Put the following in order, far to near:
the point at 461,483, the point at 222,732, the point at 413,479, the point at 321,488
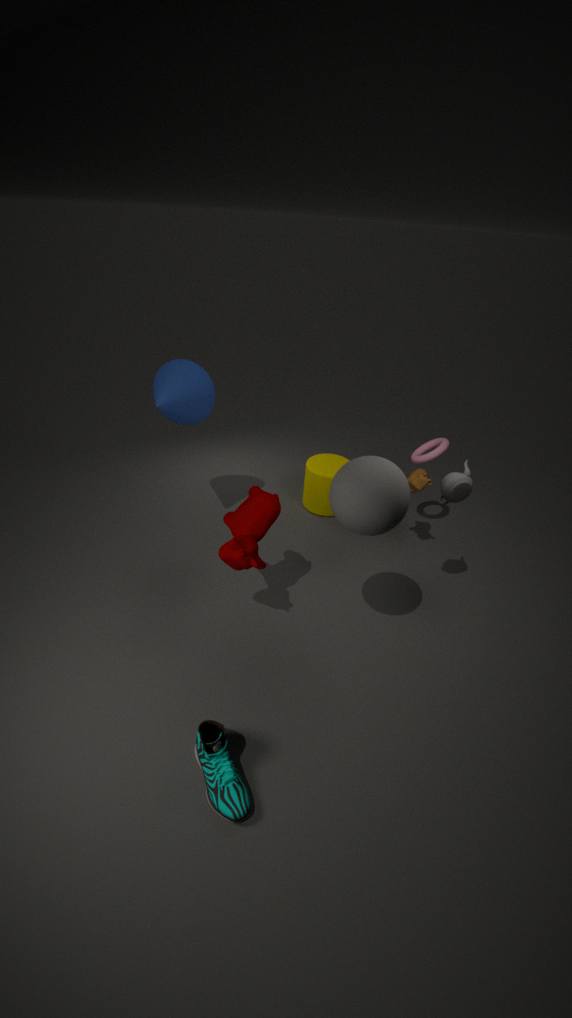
the point at 321,488 → the point at 413,479 → the point at 461,483 → the point at 222,732
